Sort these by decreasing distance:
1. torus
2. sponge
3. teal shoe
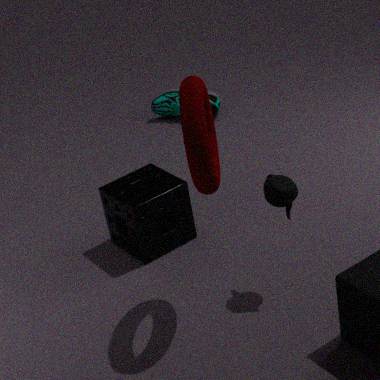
1. teal shoe
2. sponge
3. torus
